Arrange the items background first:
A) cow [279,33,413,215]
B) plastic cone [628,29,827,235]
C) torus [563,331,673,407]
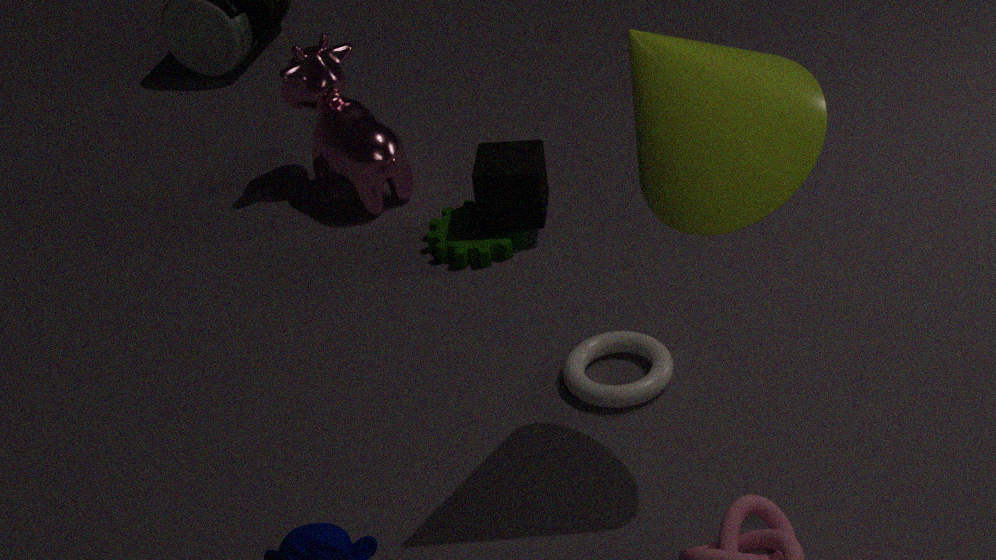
cow [279,33,413,215]
torus [563,331,673,407]
plastic cone [628,29,827,235]
